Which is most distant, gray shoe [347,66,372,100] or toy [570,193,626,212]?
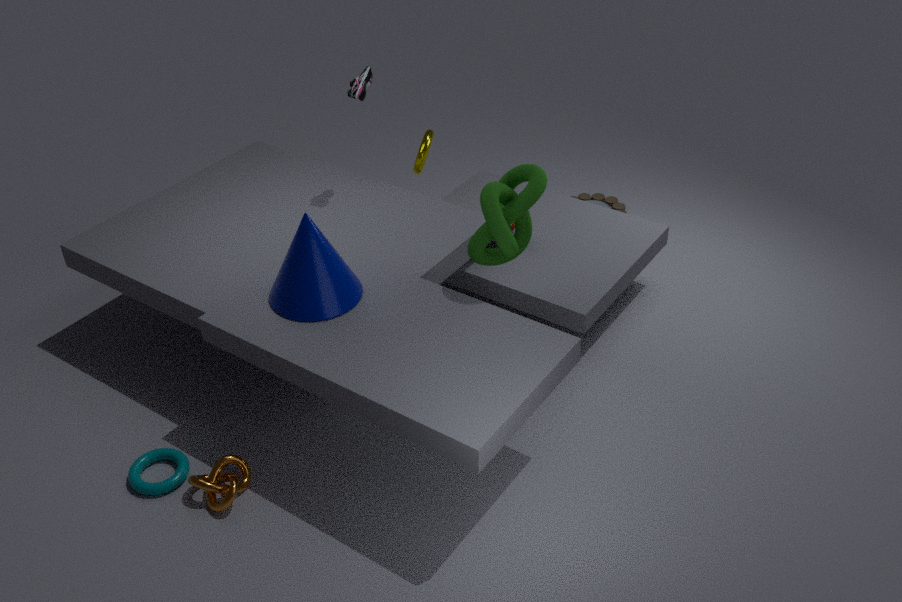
toy [570,193,626,212]
